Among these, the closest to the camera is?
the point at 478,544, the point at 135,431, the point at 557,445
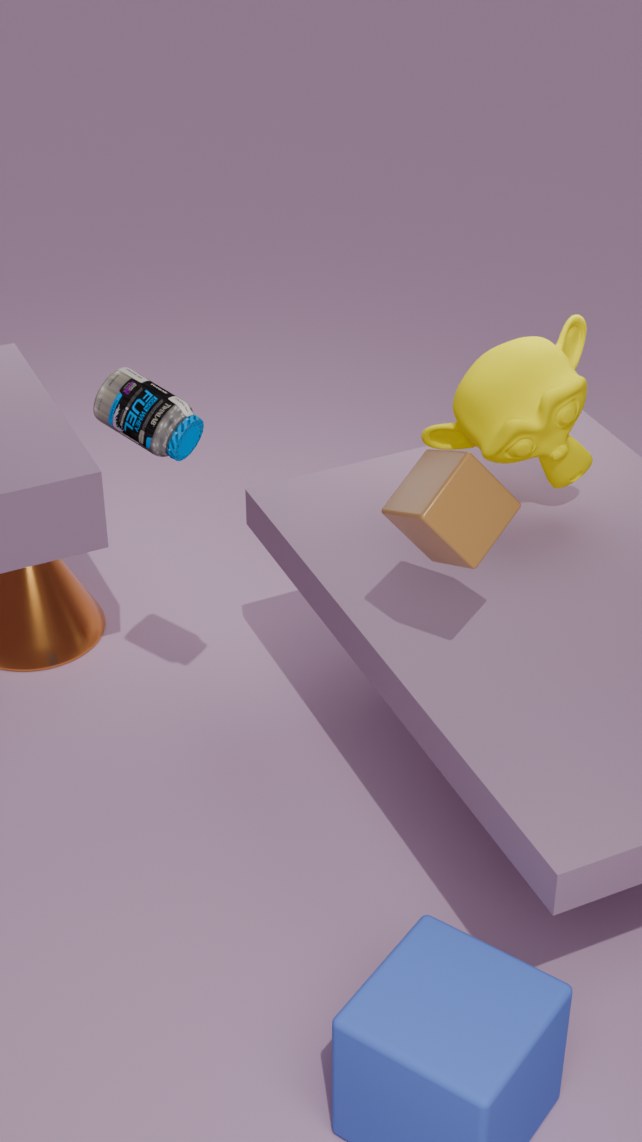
the point at 478,544
